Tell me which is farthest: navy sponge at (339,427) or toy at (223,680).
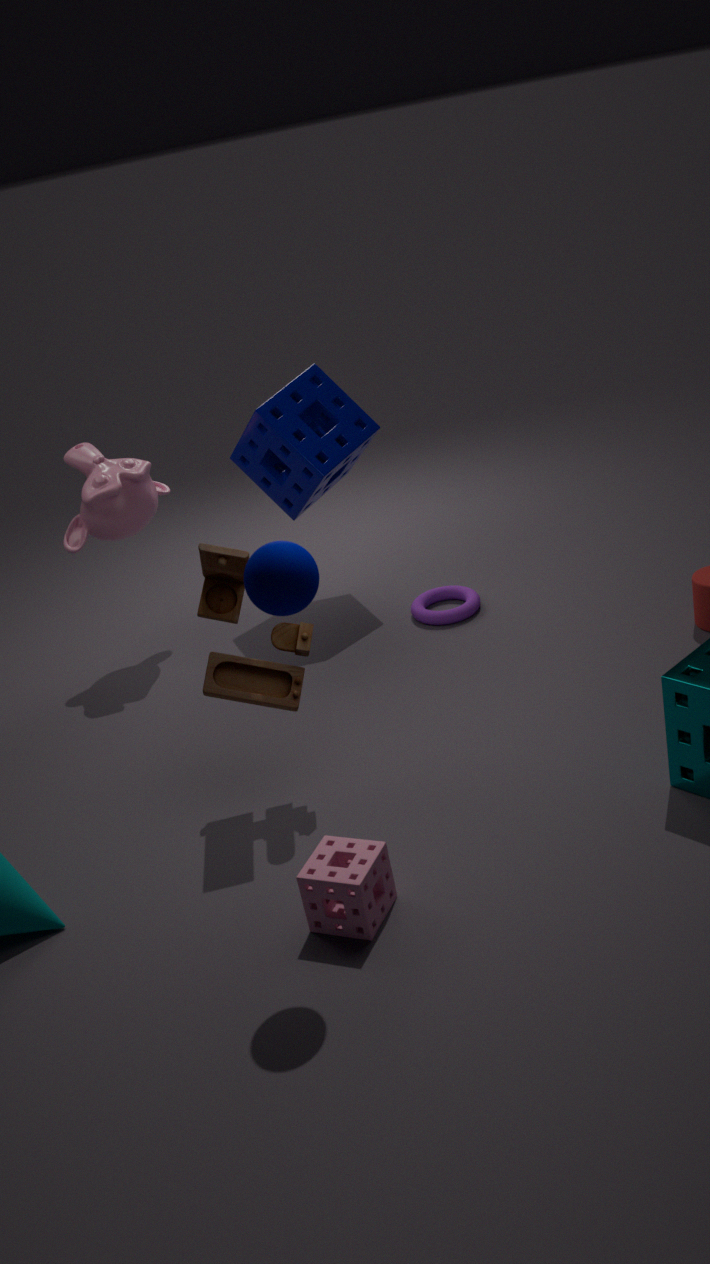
navy sponge at (339,427)
